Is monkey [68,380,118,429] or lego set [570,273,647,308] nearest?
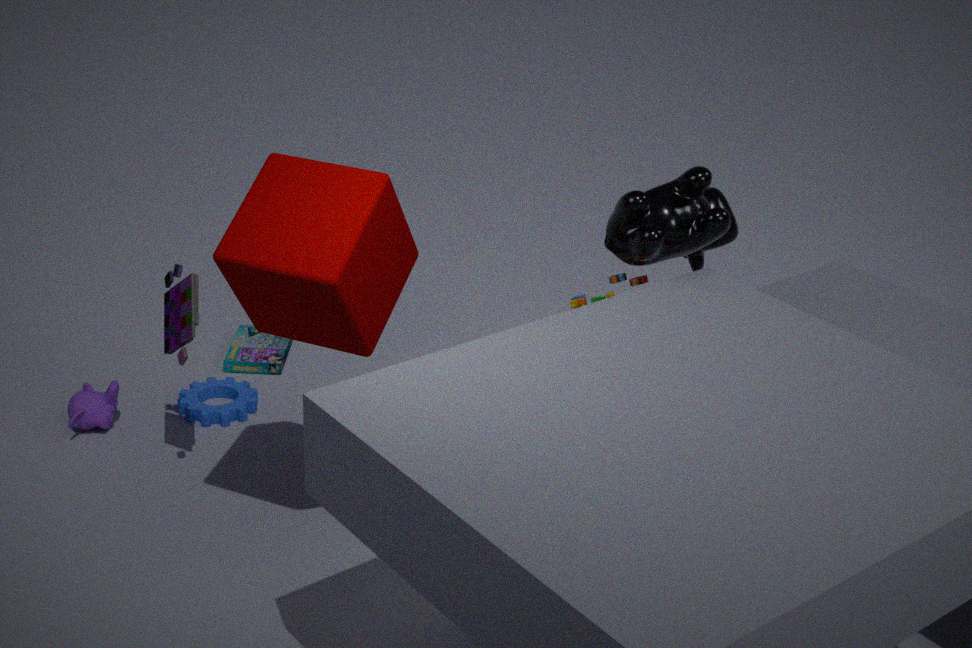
lego set [570,273,647,308]
